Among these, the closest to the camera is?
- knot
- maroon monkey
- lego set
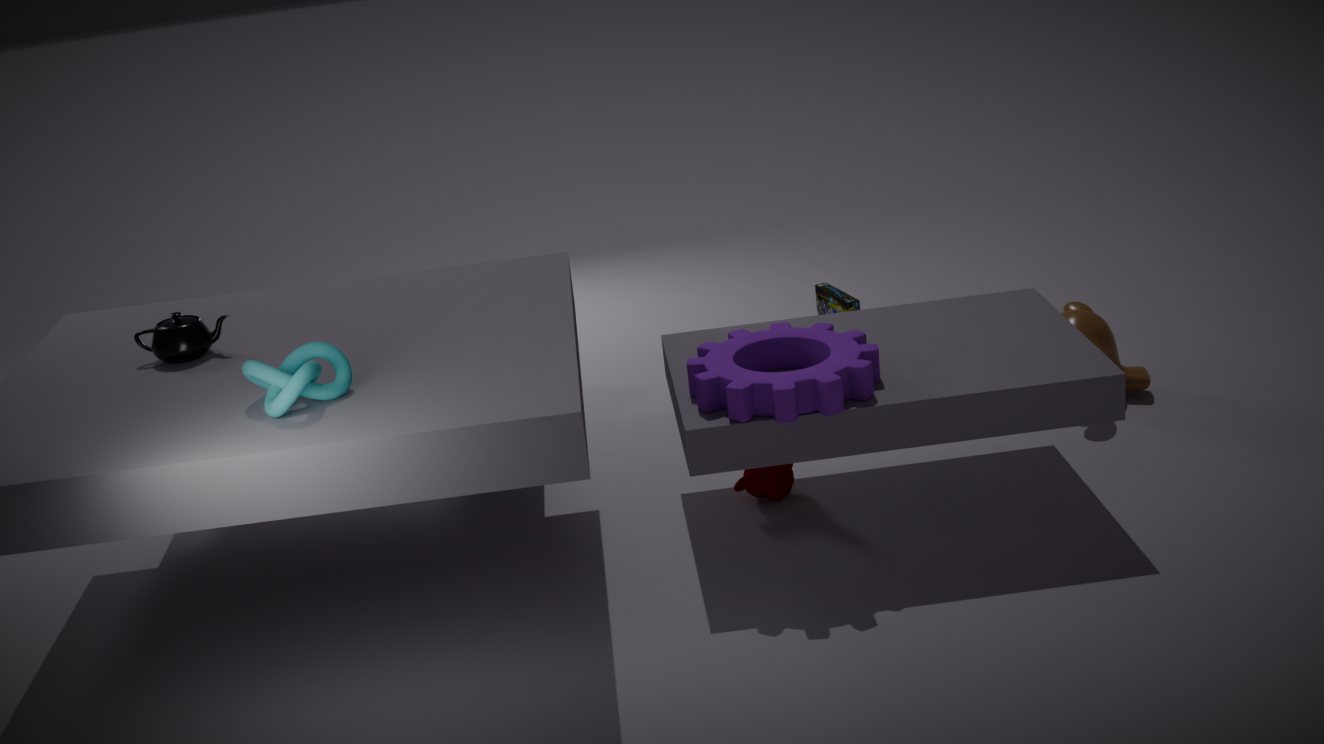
knot
